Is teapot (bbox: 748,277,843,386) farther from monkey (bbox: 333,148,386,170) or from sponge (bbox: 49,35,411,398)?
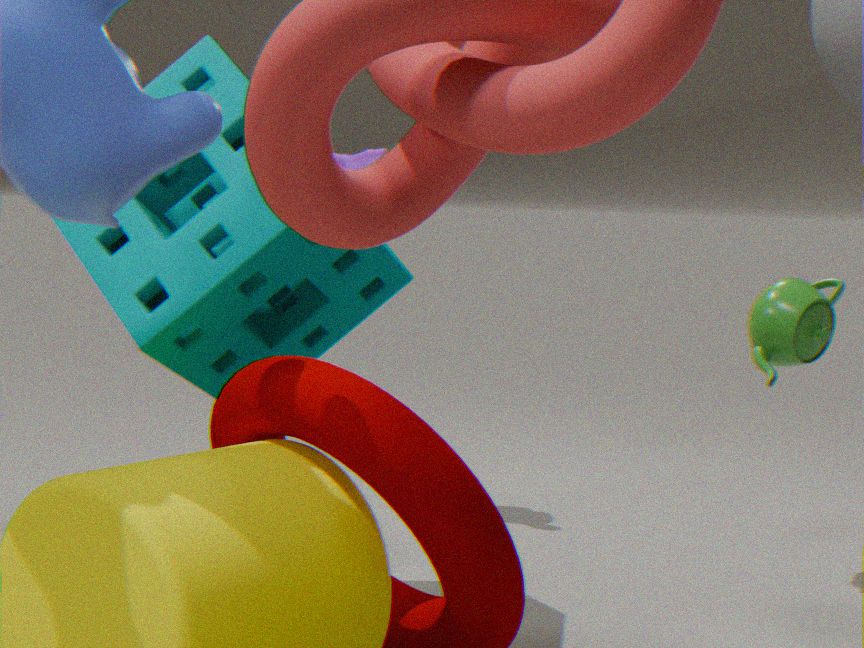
monkey (bbox: 333,148,386,170)
